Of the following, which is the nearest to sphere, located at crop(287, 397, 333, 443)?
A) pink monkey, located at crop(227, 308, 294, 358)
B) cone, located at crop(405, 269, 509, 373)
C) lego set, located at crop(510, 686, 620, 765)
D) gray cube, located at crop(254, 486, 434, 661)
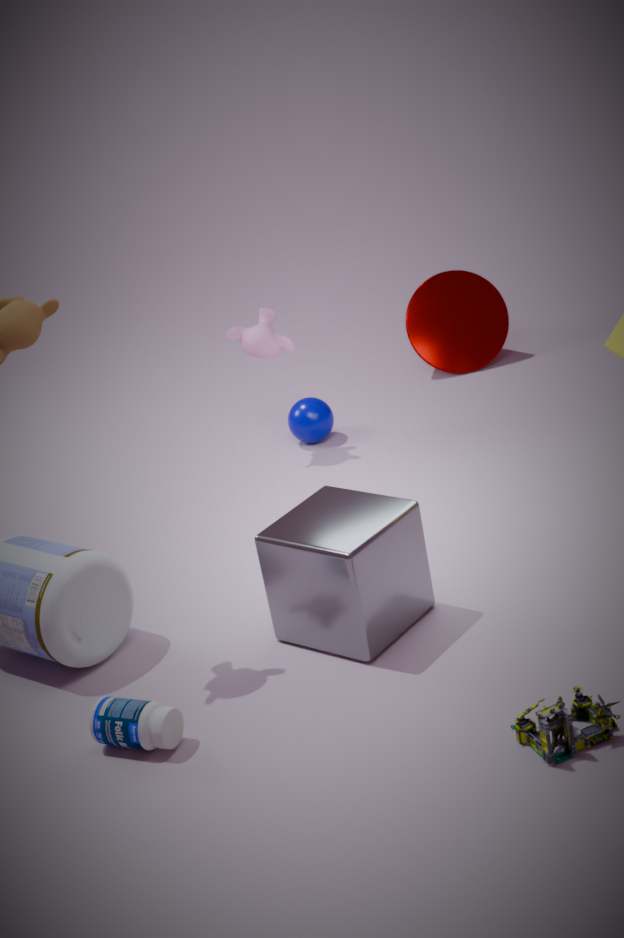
pink monkey, located at crop(227, 308, 294, 358)
